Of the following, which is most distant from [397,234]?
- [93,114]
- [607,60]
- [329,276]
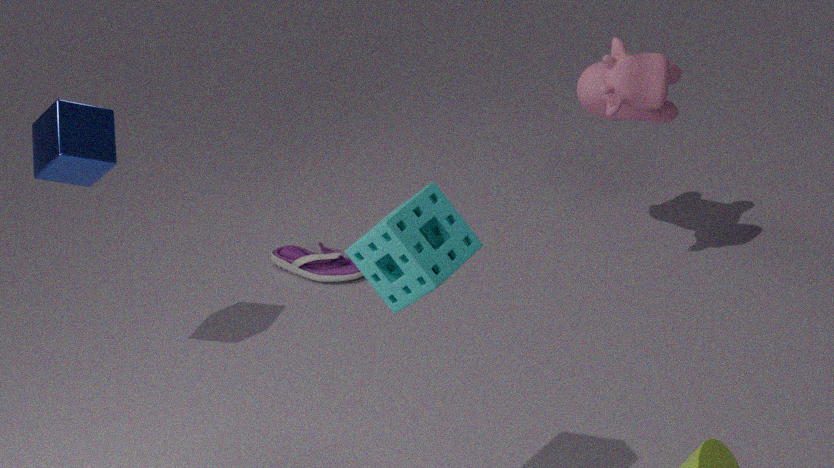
[329,276]
